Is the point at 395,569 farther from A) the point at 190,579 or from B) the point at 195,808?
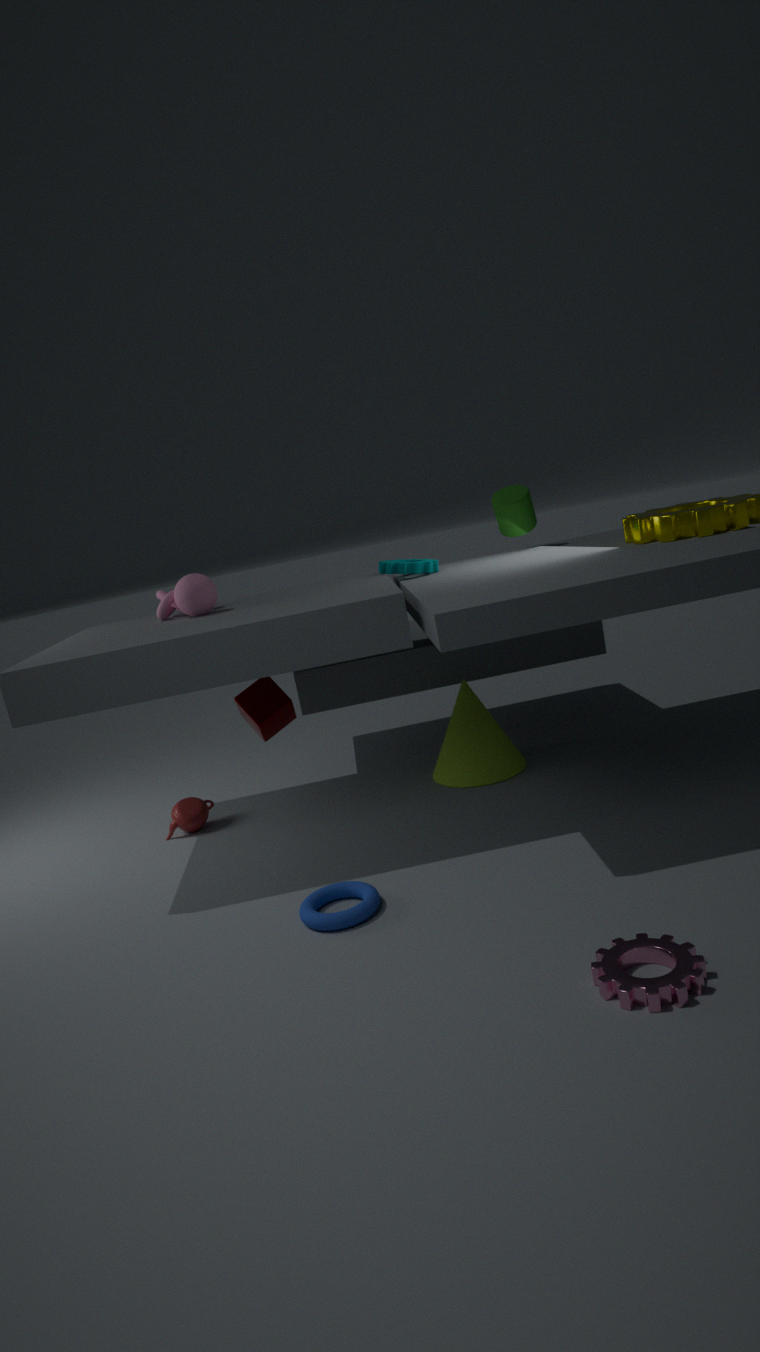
B) the point at 195,808
